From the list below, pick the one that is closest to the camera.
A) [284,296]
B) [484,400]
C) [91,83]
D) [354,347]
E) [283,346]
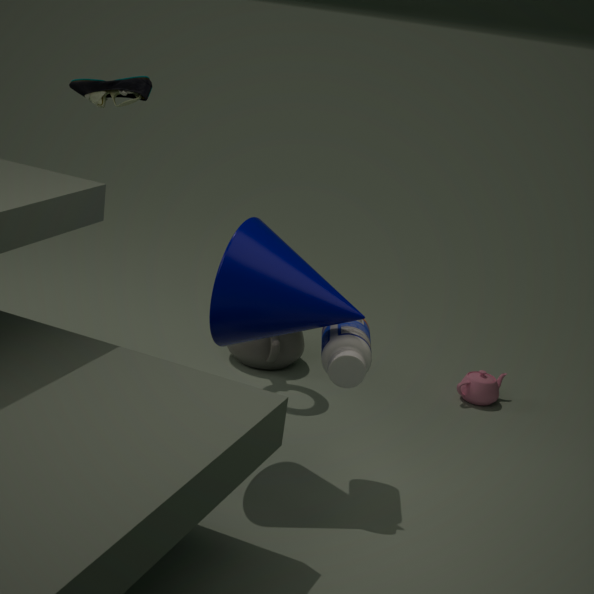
[284,296]
